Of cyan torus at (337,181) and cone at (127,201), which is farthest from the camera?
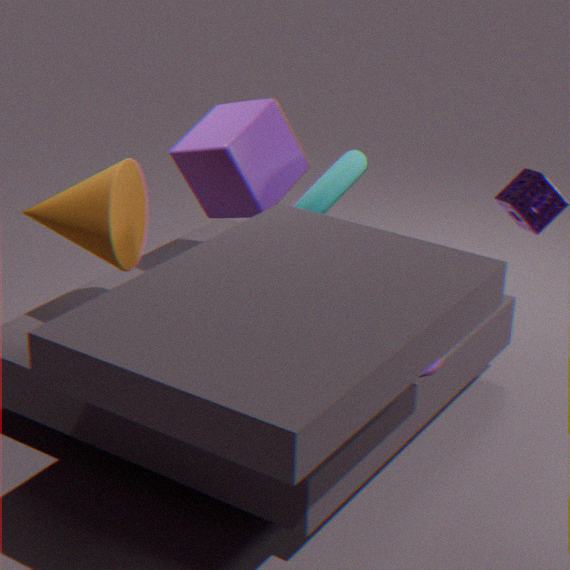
cyan torus at (337,181)
